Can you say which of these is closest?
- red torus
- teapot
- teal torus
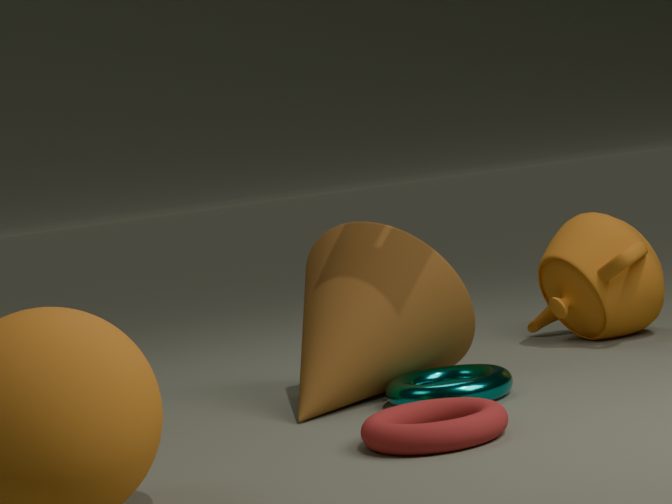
red torus
